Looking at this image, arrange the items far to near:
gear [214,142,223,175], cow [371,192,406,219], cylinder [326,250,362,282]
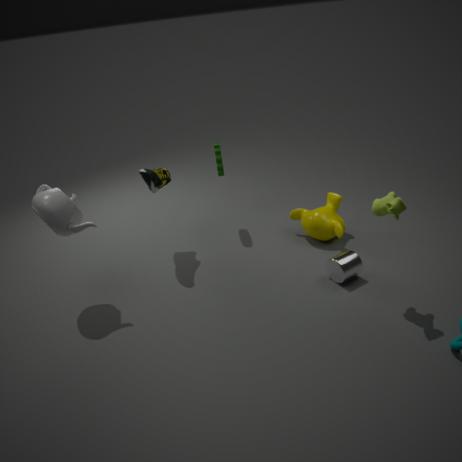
gear [214,142,223,175] < cylinder [326,250,362,282] < cow [371,192,406,219]
